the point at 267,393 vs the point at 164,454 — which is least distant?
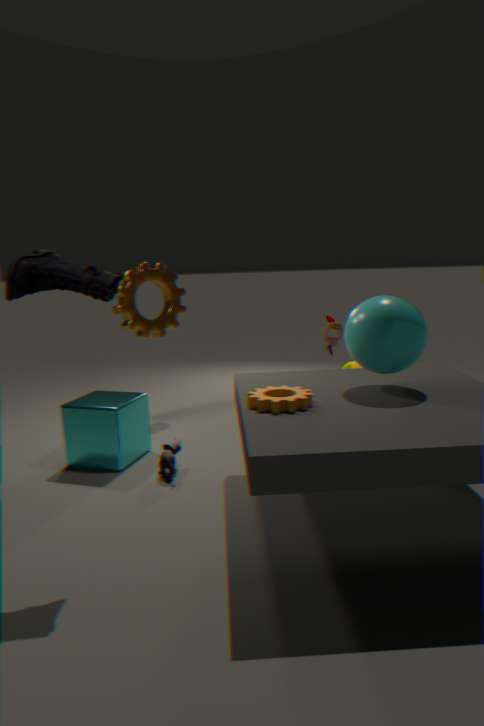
the point at 267,393
